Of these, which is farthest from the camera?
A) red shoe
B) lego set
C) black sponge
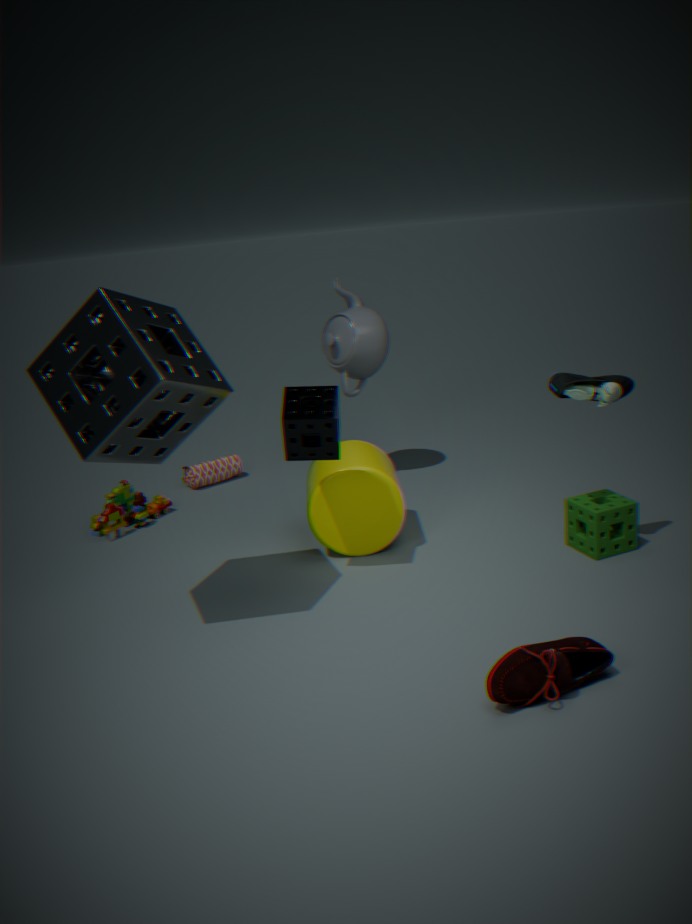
lego set
